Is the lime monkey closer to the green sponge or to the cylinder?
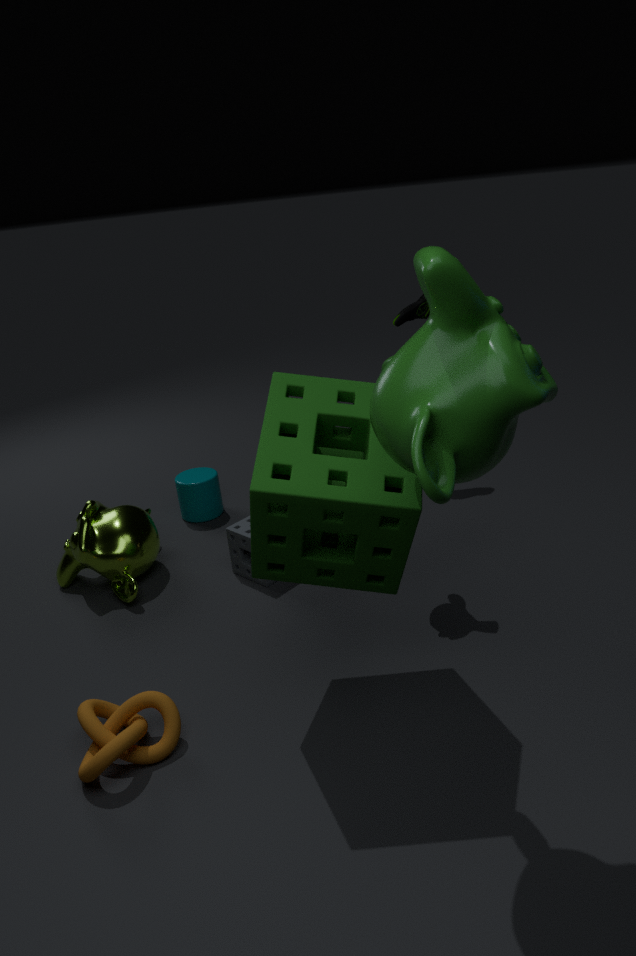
the cylinder
